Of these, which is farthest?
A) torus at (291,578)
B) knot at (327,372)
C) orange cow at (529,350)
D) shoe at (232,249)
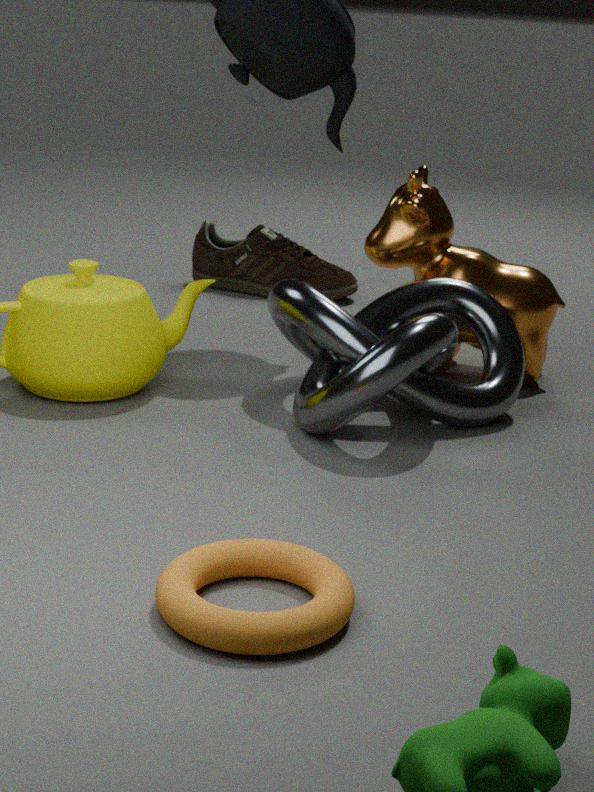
shoe at (232,249)
